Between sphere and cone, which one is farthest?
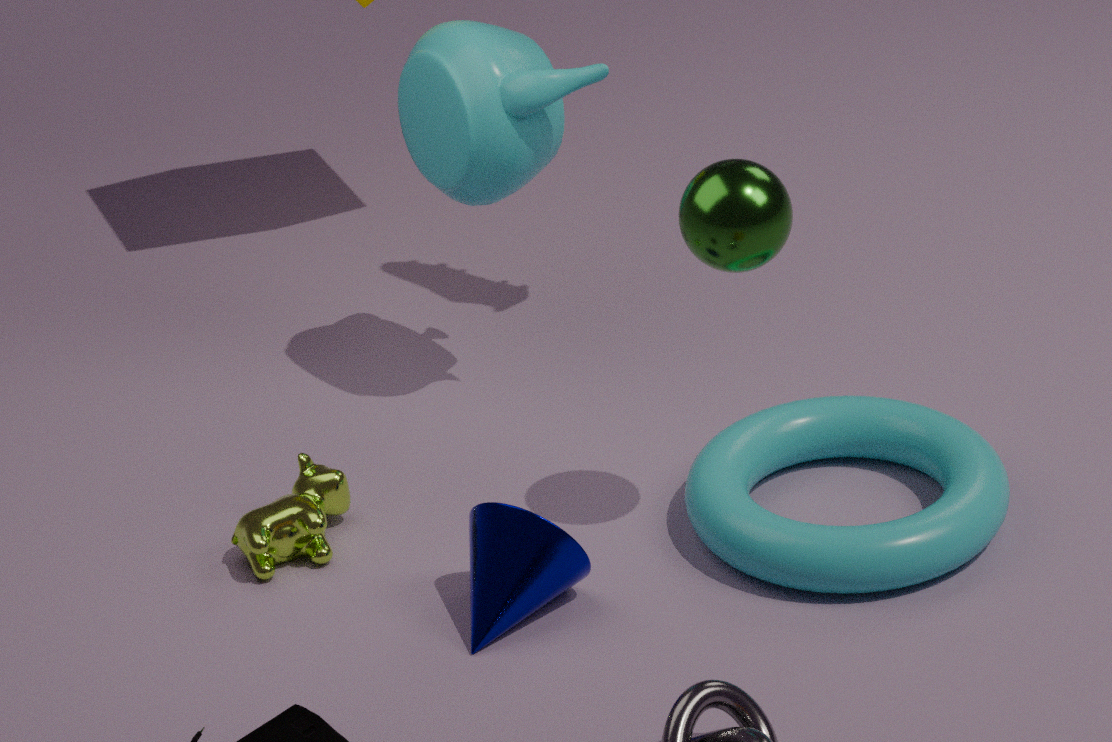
cone
